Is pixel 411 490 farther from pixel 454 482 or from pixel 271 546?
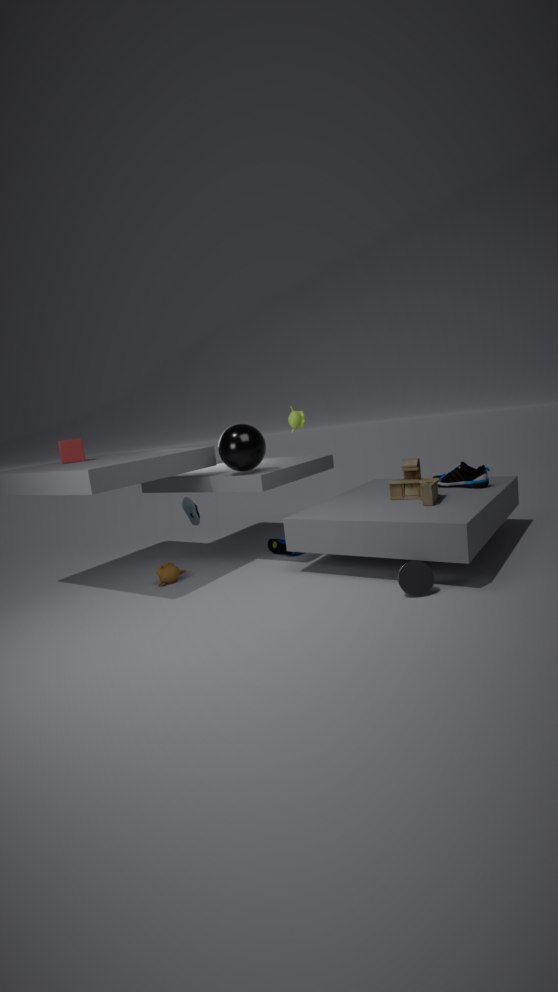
pixel 271 546
